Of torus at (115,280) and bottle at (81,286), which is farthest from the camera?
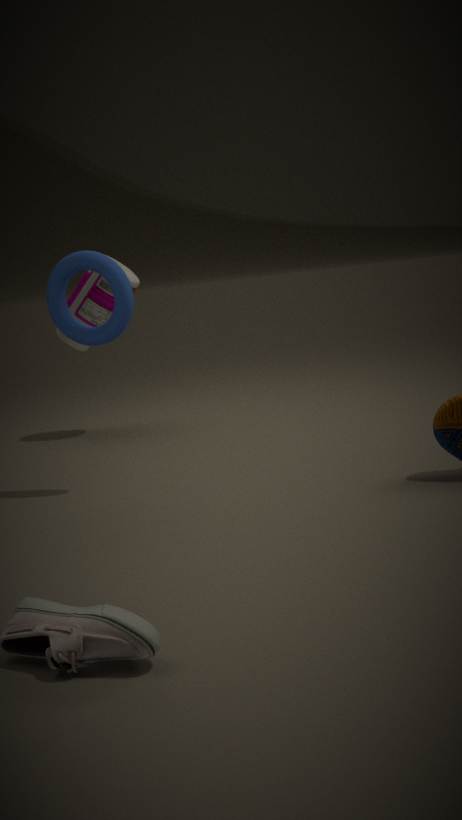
bottle at (81,286)
